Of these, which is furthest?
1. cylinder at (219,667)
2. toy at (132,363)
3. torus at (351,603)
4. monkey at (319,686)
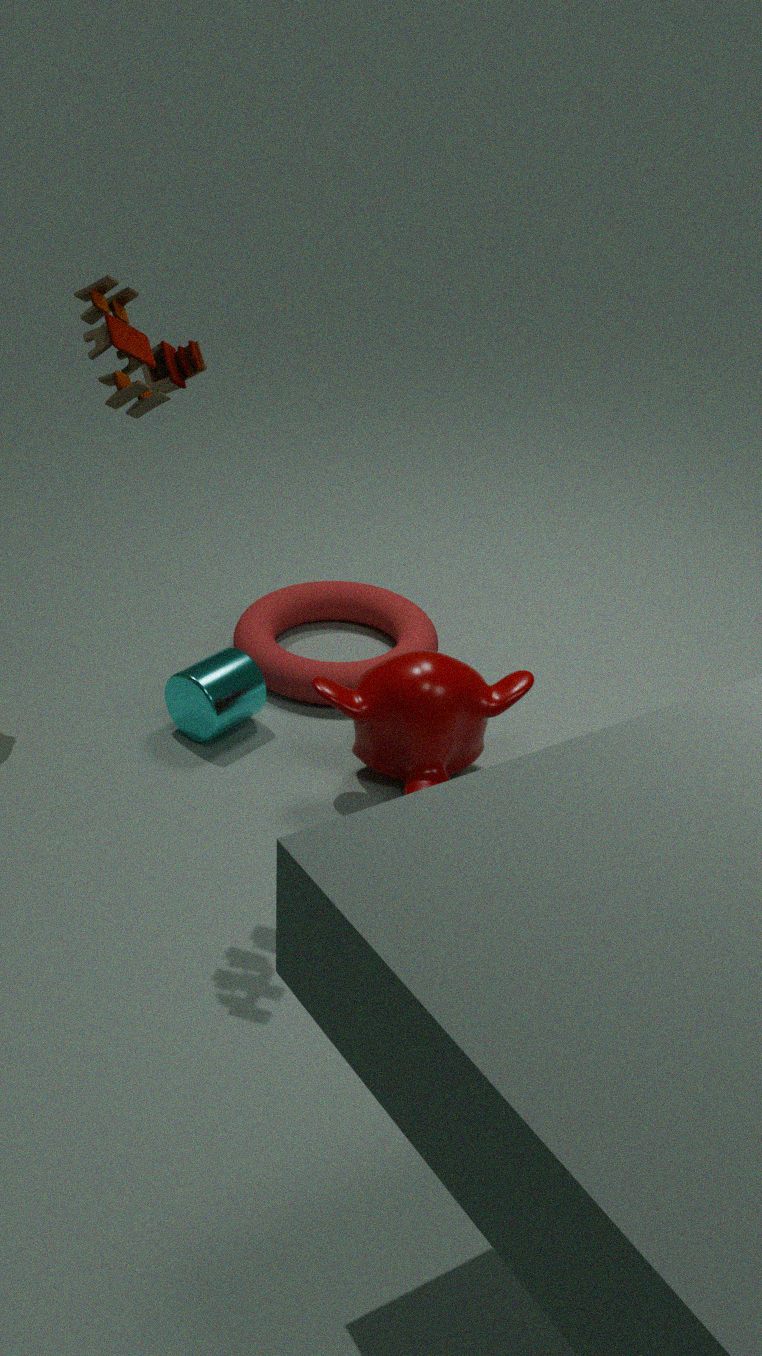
torus at (351,603)
